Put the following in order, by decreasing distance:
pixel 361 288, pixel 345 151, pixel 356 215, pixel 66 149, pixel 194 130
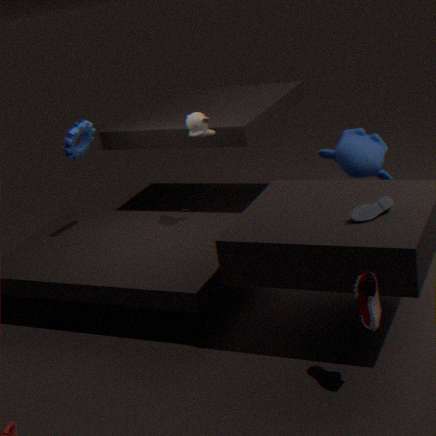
pixel 66 149
pixel 345 151
pixel 194 130
pixel 356 215
pixel 361 288
